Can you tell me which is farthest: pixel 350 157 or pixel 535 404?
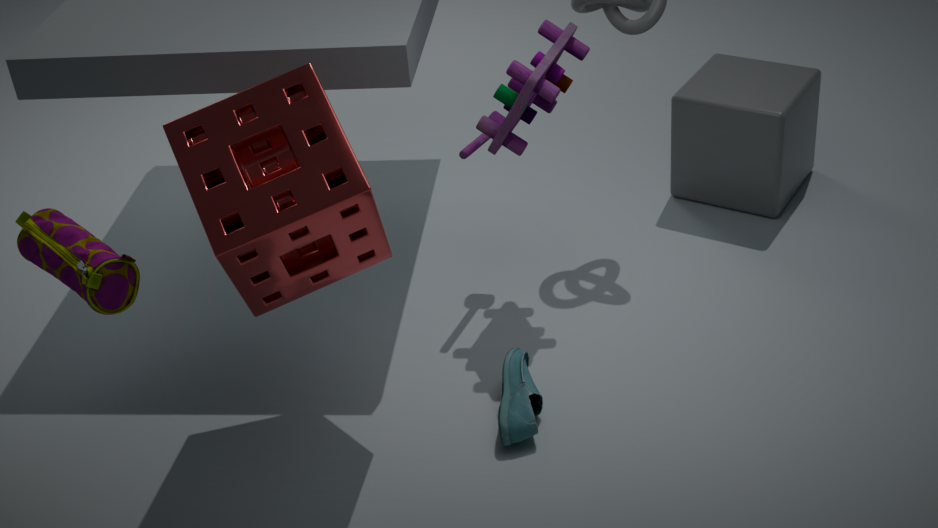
pixel 535 404
